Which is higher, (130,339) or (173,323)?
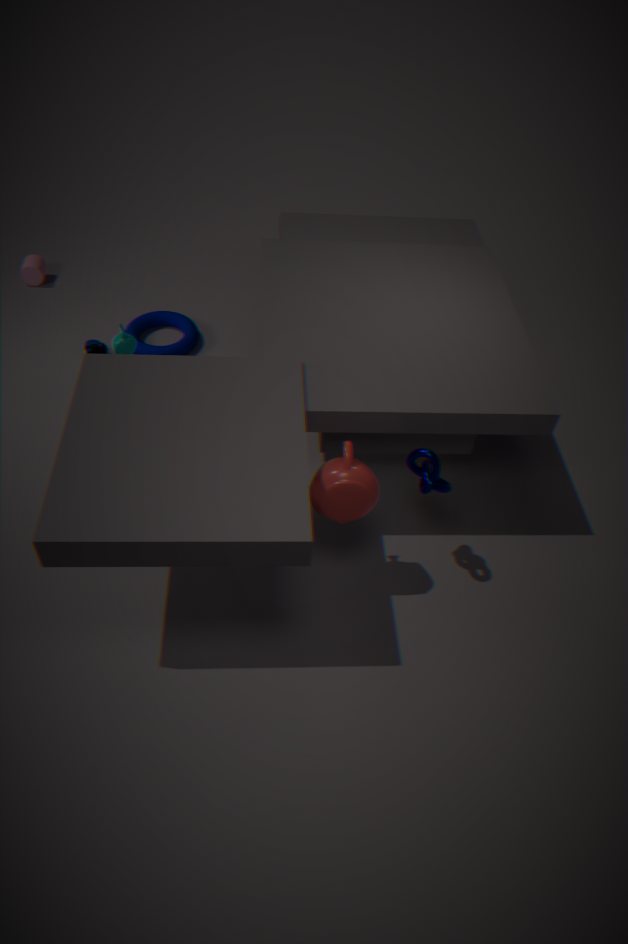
(130,339)
